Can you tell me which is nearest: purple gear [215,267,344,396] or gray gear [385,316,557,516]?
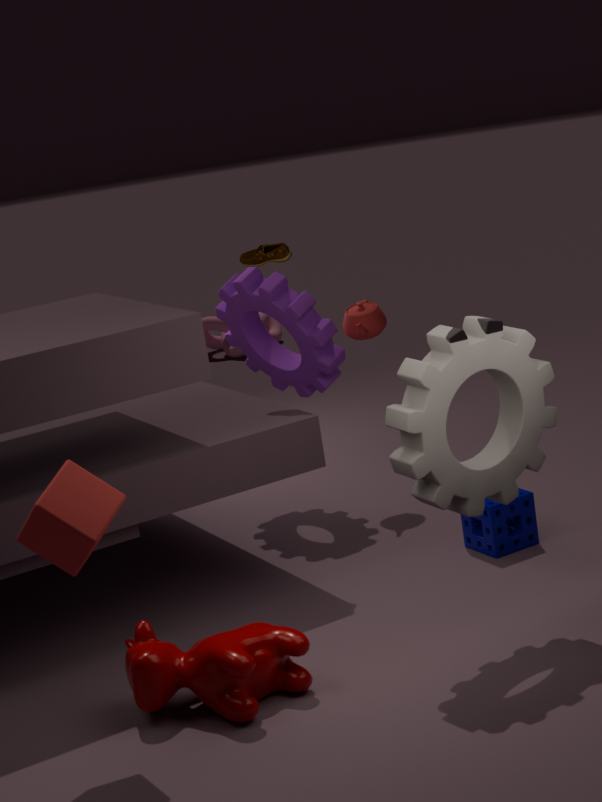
gray gear [385,316,557,516]
